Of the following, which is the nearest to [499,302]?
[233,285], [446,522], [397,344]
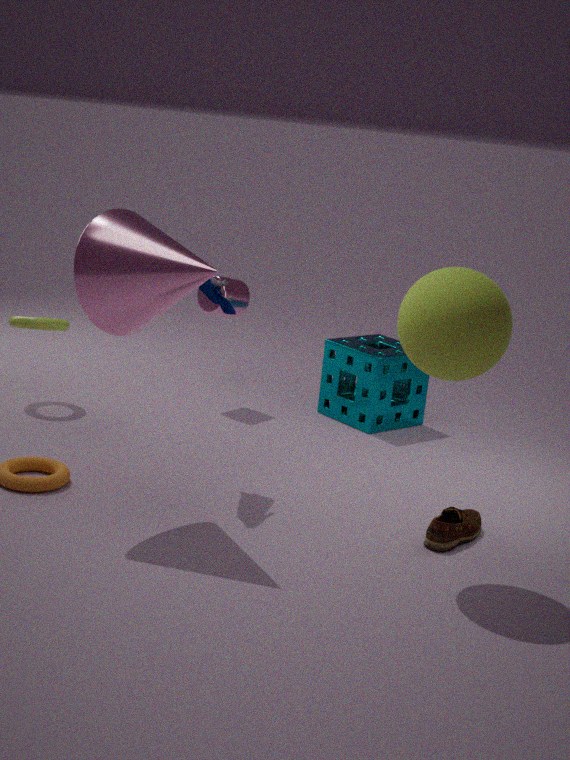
[446,522]
